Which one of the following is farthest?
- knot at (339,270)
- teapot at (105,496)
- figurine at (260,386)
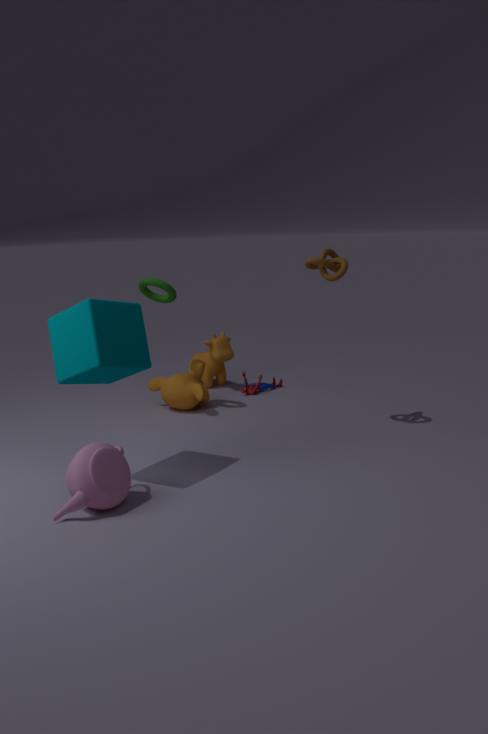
figurine at (260,386)
